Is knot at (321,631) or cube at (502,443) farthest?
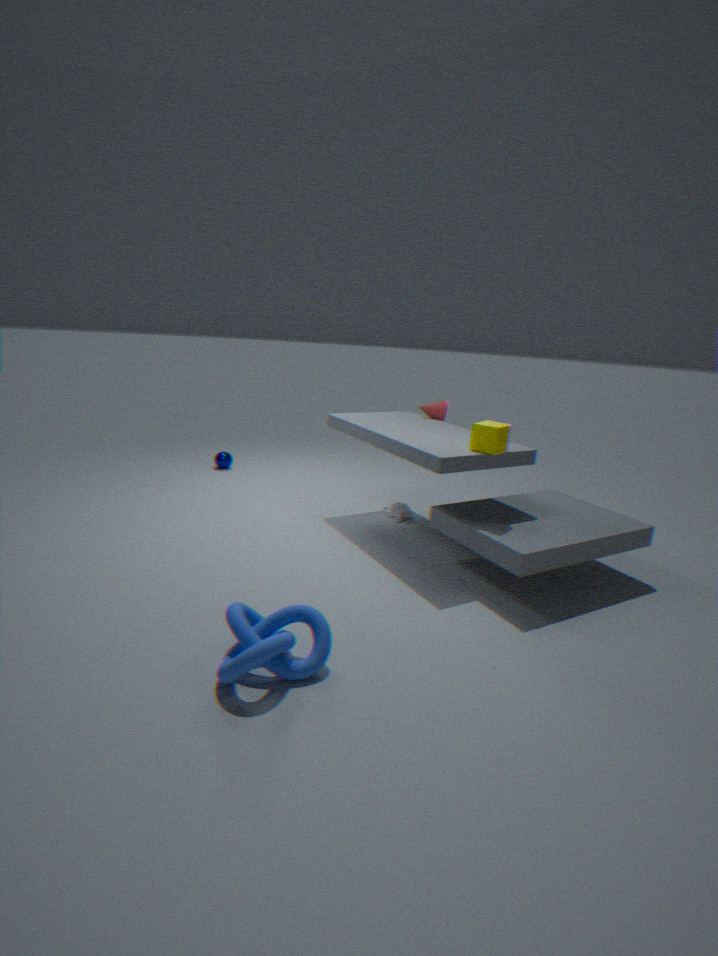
cube at (502,443)
